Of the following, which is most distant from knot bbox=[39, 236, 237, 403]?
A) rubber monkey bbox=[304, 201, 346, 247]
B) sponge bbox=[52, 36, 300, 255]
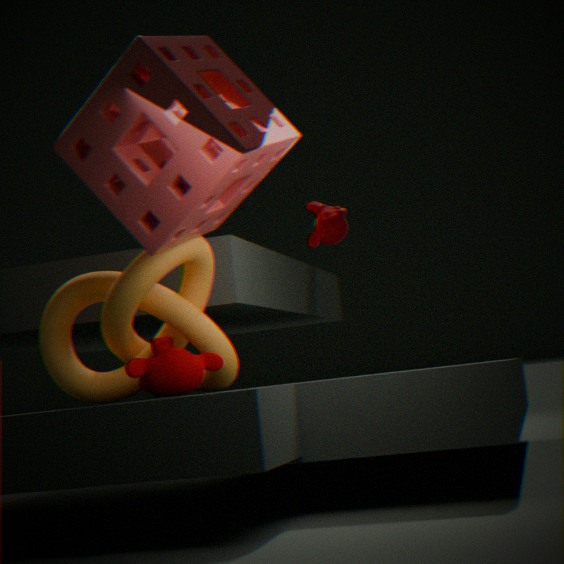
rubber monkey bbox=[304, 201, 346, 247]
